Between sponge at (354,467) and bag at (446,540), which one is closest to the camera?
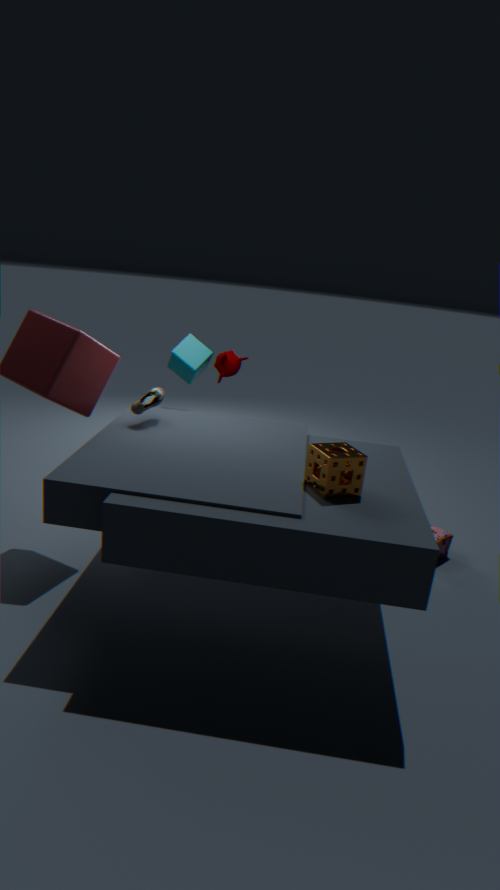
sponge at (354,467)
